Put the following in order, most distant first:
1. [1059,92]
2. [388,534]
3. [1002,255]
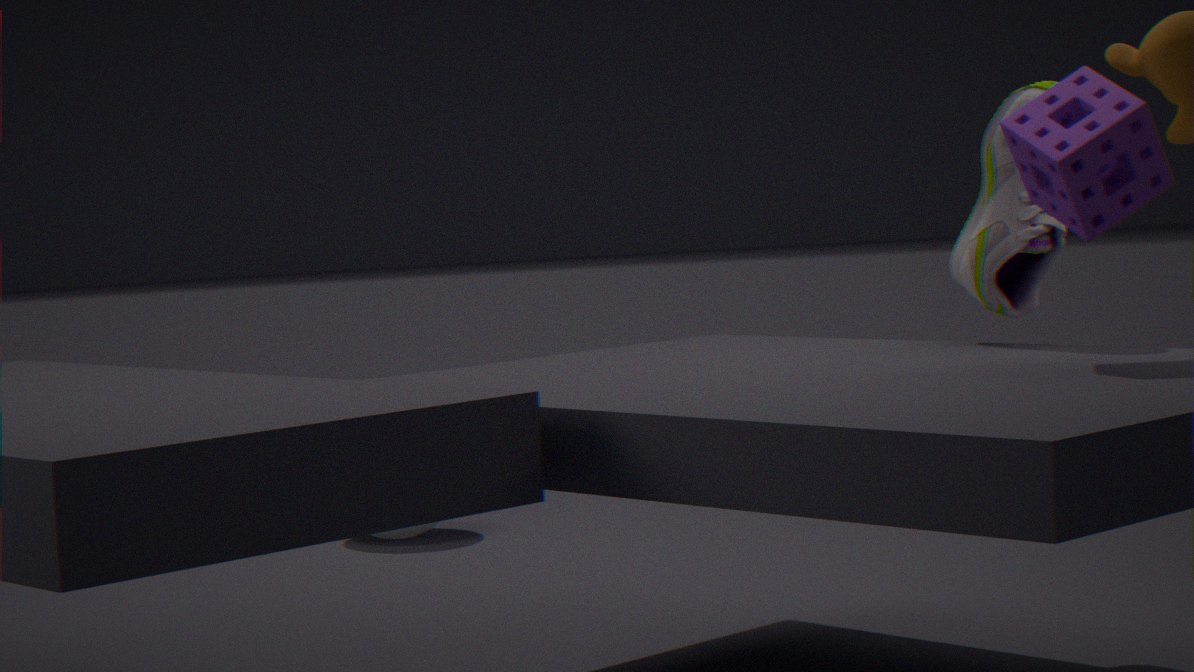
1. [388,534]
2. [1002,255]
3. [1059,92]
